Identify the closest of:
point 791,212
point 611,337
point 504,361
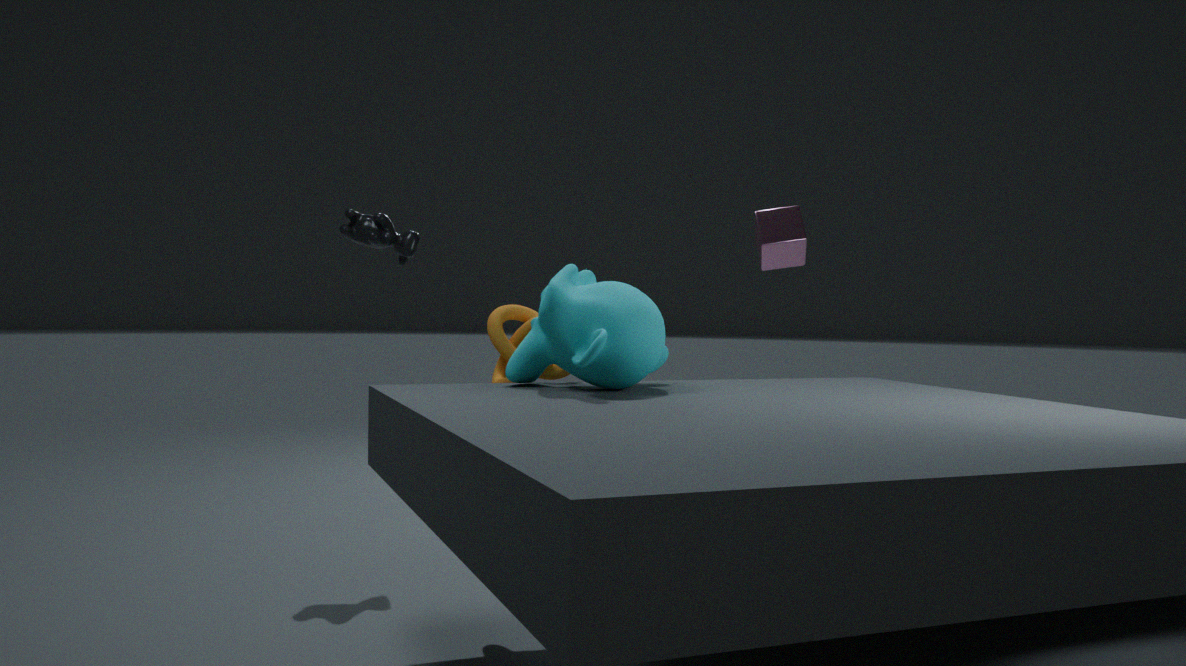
point 611,337
